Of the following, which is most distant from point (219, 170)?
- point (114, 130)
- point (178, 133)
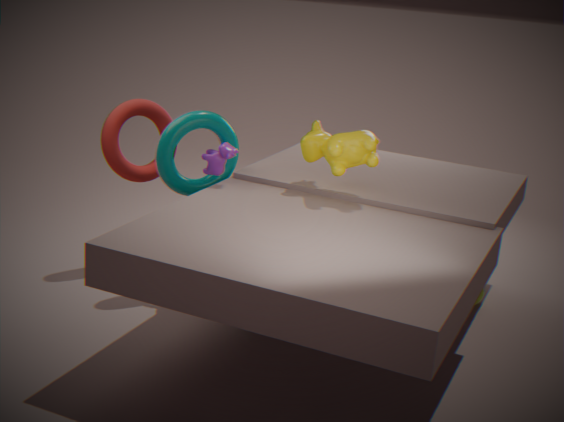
point (114, 130)
